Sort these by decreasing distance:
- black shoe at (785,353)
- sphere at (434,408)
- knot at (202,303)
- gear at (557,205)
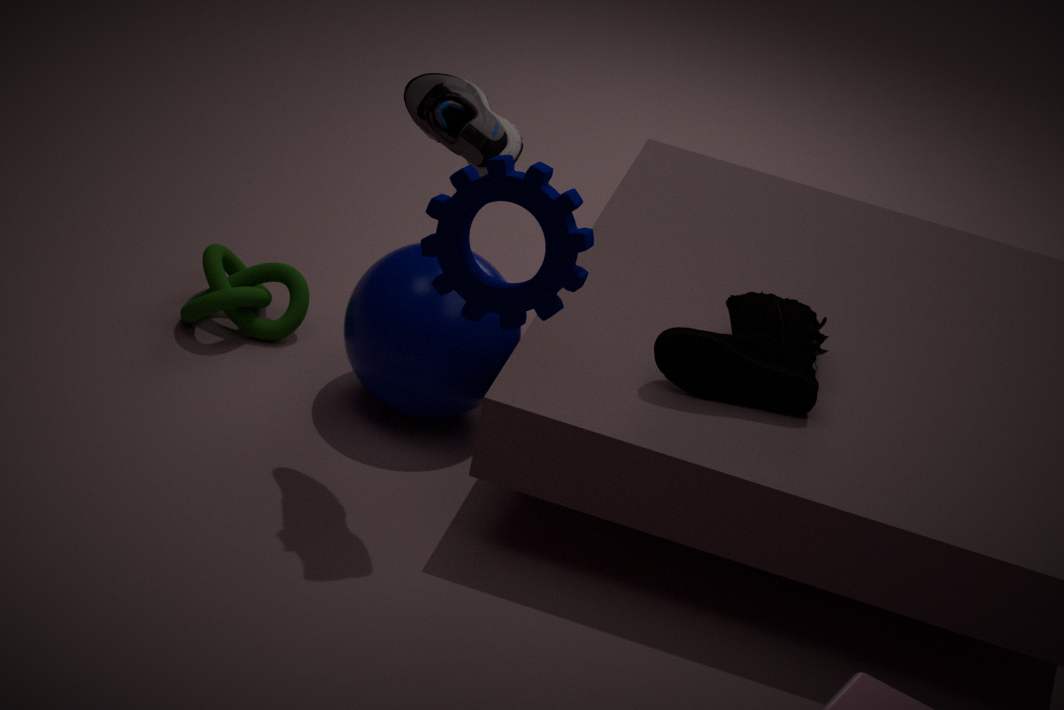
1. knot at (202,303)
2. sphere at (434,408)
3. black shoe at (785,353)
4. gear at (557,205)
